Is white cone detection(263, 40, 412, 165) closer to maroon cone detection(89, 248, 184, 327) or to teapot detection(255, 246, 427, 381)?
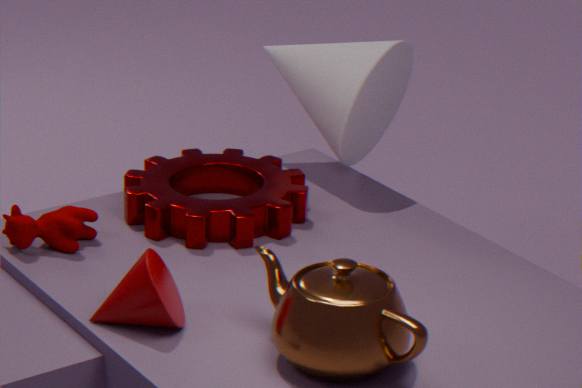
teapot detection(255, 246, 427, 381)
